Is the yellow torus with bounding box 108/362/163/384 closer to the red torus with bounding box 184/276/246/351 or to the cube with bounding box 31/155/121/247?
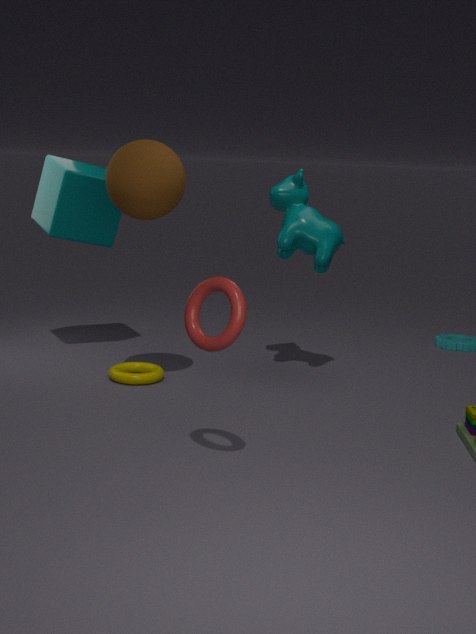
the cube with bounding box 31/155/121/247
